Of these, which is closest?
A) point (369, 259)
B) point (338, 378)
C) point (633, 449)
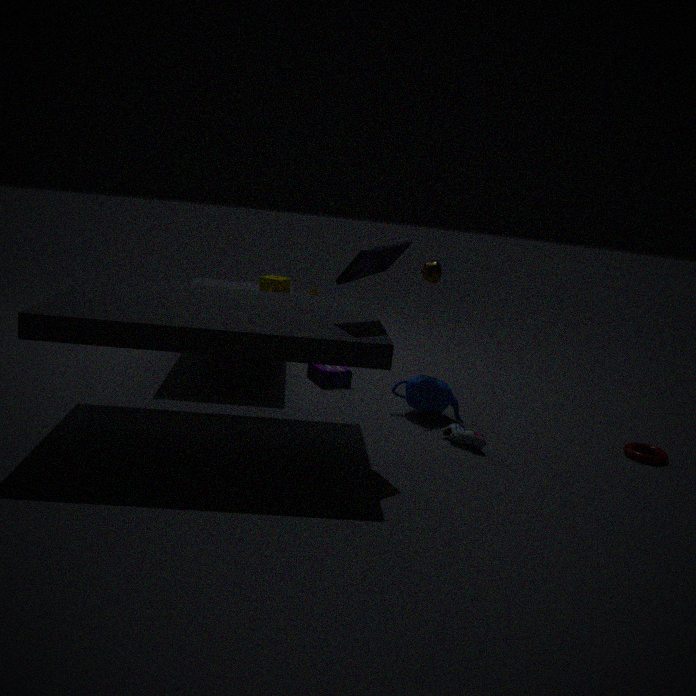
point (369, 259)
